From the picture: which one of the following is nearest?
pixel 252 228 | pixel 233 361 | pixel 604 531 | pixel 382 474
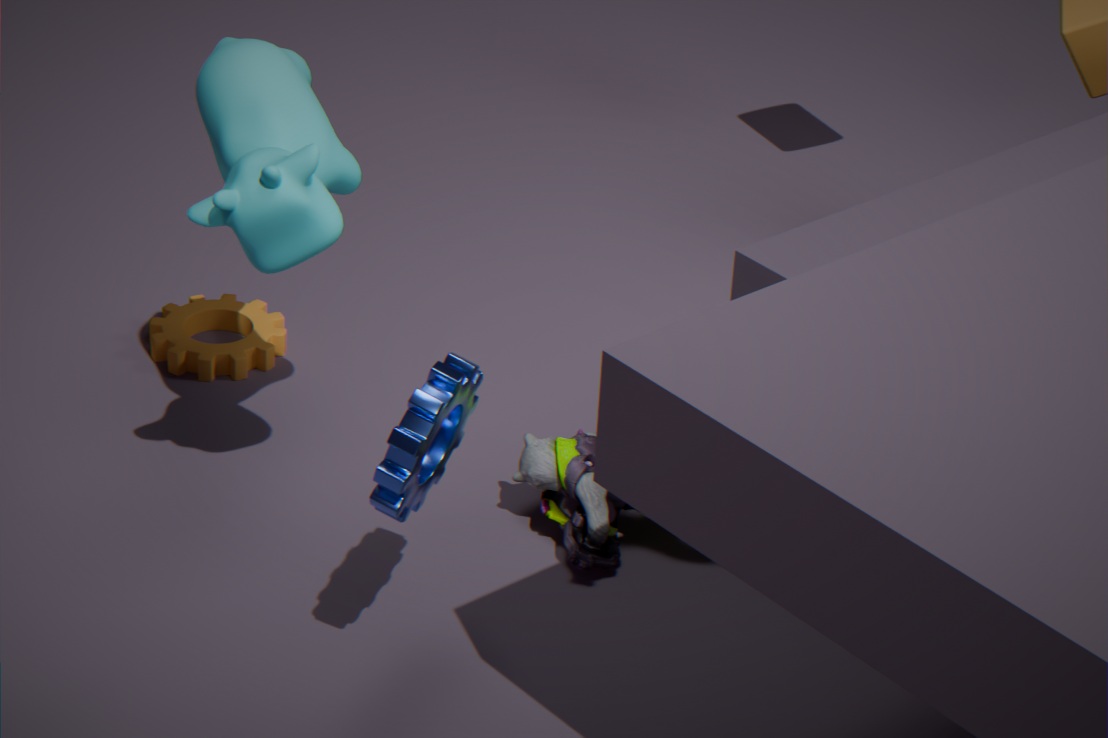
pixel 382 474
